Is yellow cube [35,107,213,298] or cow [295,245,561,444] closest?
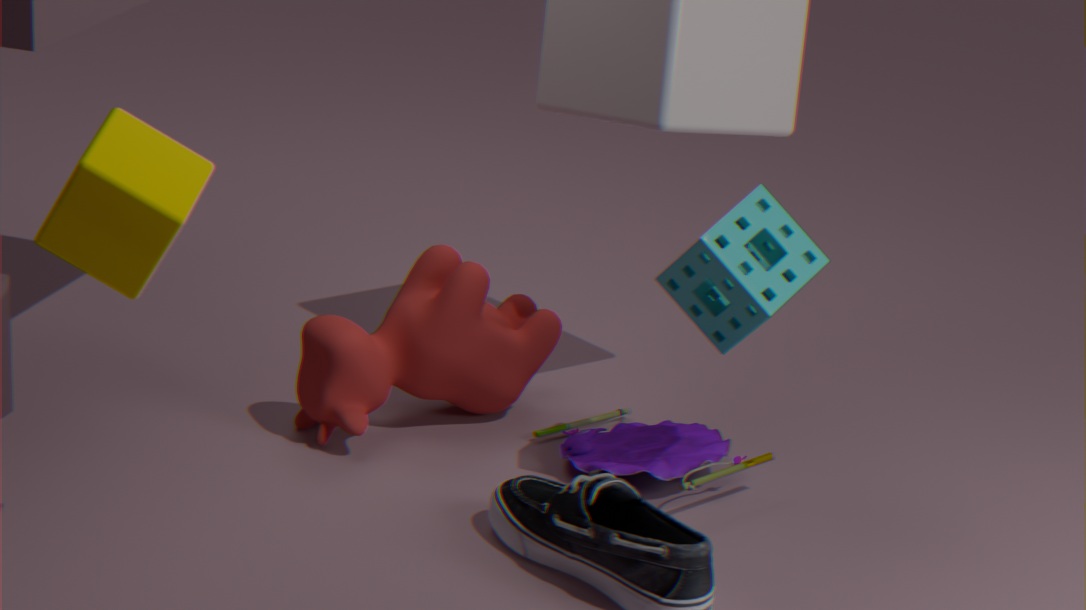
yellow cube [35,107,213,298]
